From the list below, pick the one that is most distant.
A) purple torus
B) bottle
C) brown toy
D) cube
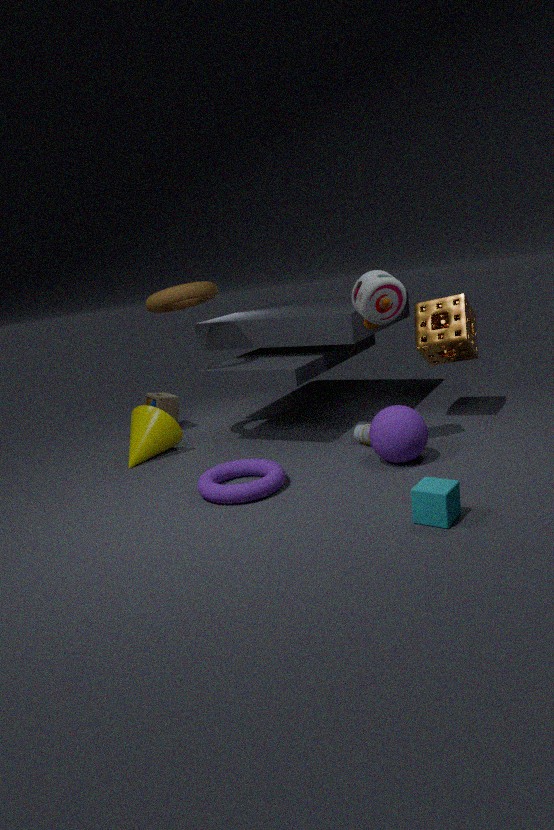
brown toy
